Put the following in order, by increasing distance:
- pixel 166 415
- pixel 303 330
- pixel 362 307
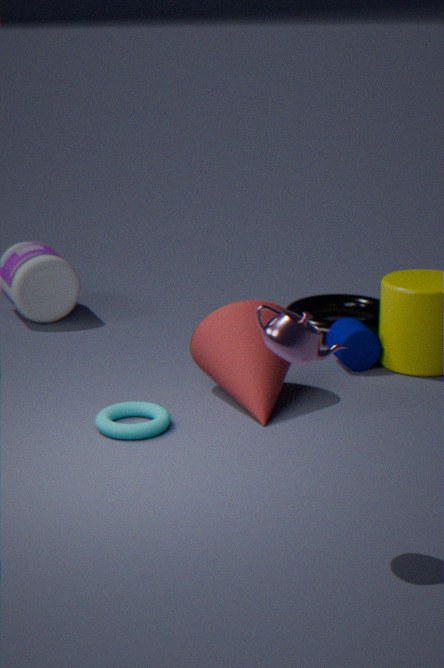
pixel 303 330 → pixel 166 415 → pixel 362 307
